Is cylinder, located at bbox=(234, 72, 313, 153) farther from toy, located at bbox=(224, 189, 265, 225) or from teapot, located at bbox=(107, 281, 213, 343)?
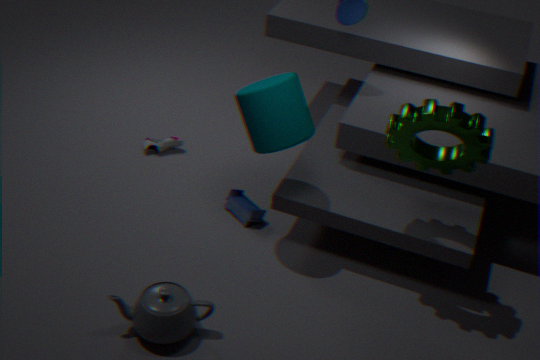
teapot, located at bbox=(107, 281, 213, 343)
